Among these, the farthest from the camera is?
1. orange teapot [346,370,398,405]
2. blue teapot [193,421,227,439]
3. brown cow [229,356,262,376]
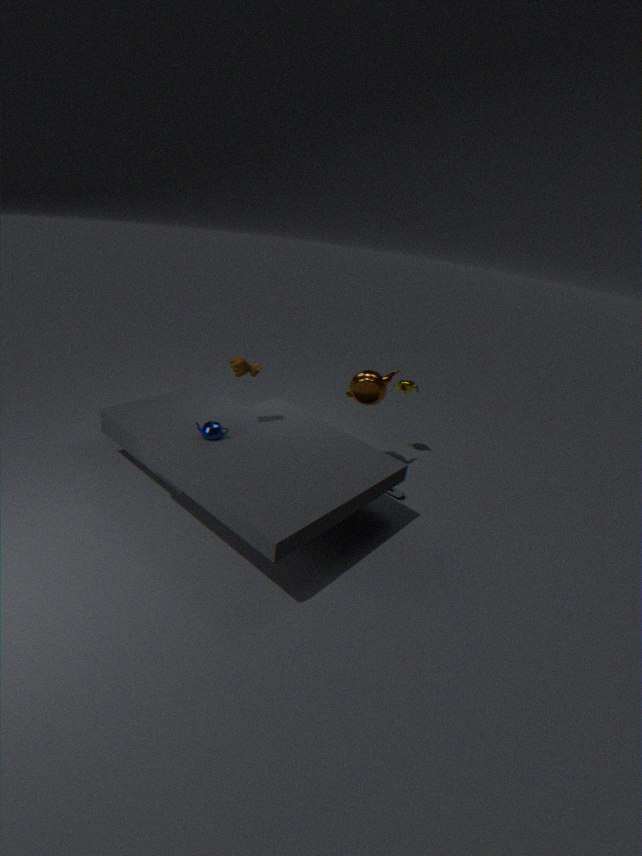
orange teapot [346,370,398,405]
